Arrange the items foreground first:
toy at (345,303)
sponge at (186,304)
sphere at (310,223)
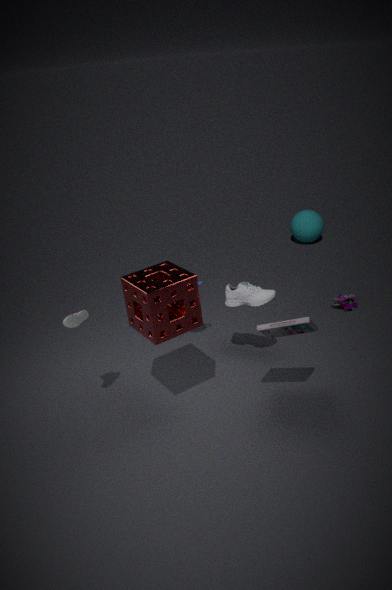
sponge at (186,304) → toy at (345,303) → sphere at (310,223)
